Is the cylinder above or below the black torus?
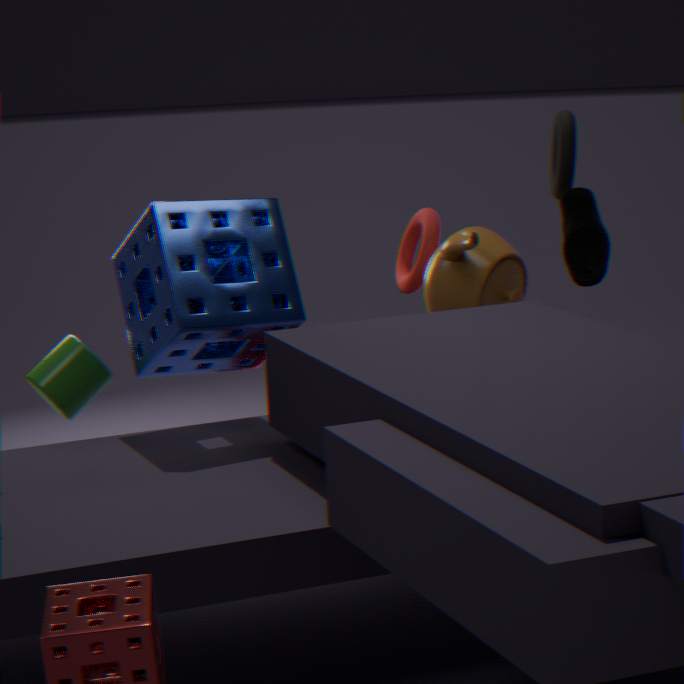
below
